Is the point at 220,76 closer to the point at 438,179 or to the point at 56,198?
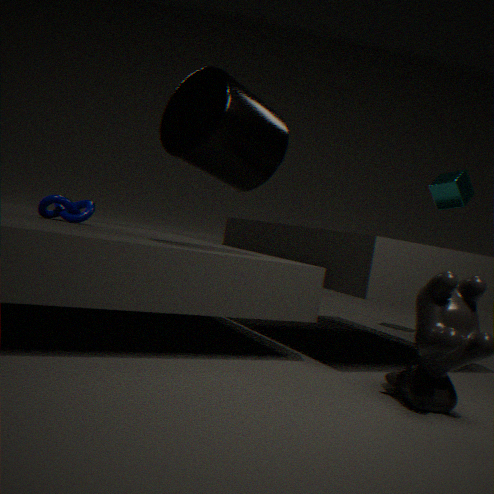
the point at 56,198
